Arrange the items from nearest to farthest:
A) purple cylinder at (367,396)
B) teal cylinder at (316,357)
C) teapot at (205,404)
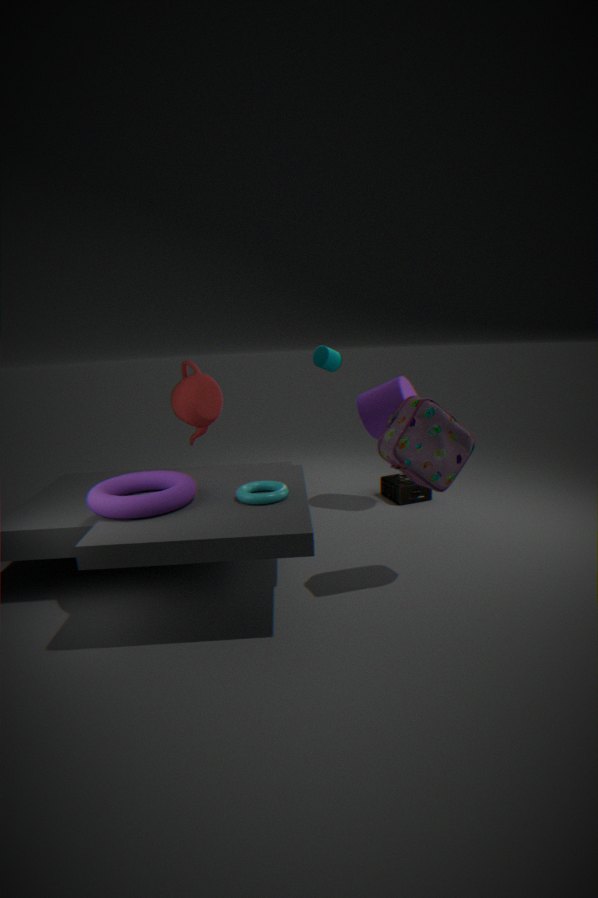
teapot at (205,404), purple cylinder at (367,396), teal cylinder at (316,357)
